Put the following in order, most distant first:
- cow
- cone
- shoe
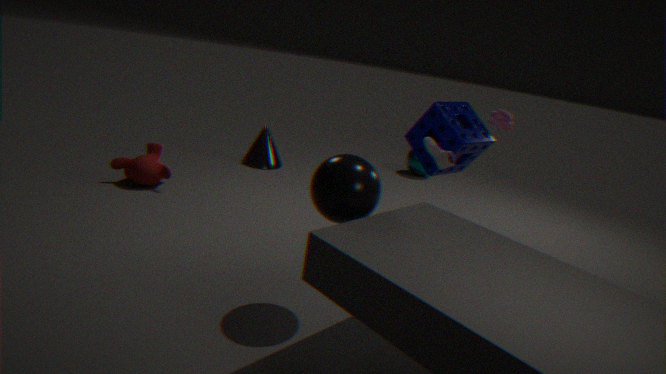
cone
cow
shoe
